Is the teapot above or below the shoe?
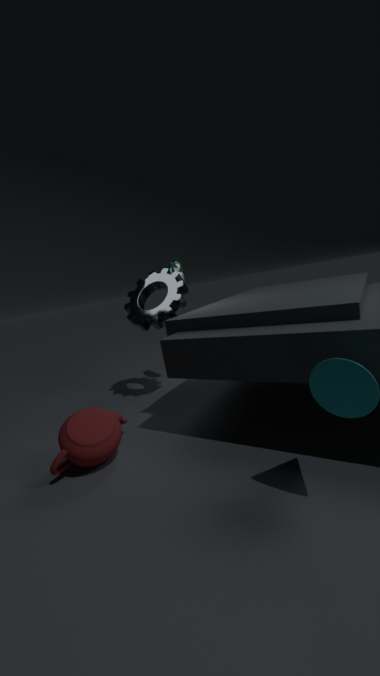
below
